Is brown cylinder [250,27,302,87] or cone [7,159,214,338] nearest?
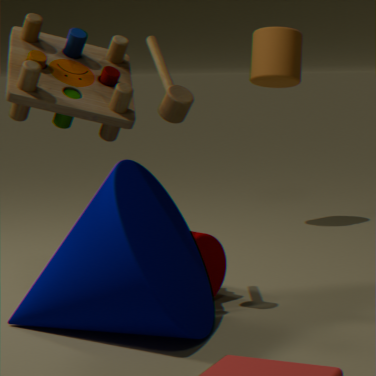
cone [7,159,214,338]
